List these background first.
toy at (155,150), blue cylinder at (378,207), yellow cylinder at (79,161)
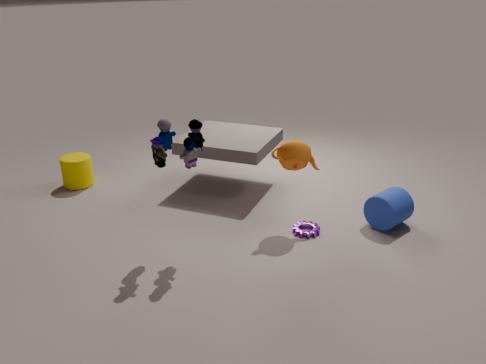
yellow cylinder at (79,161)
blue cylinder at (378,207)
toy at (155,150)
